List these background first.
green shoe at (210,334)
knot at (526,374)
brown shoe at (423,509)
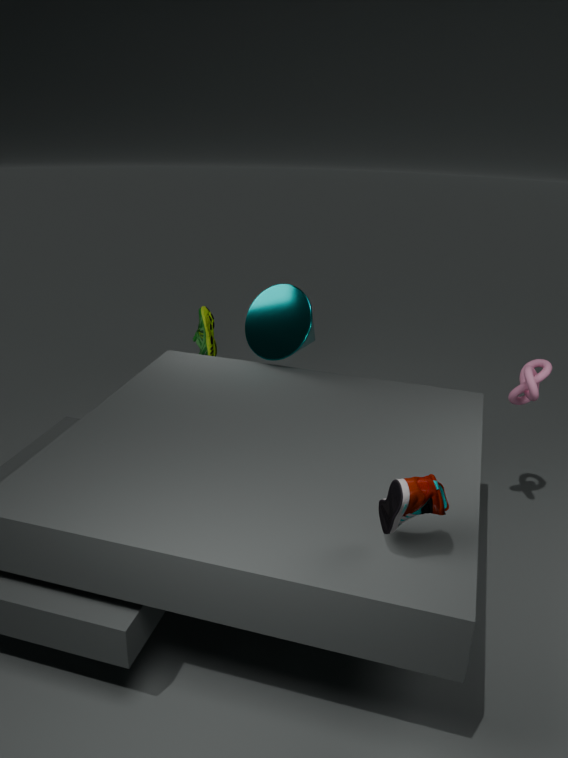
green shoe at (210,334), knot at (526,374), brown shoe at (423,509)
